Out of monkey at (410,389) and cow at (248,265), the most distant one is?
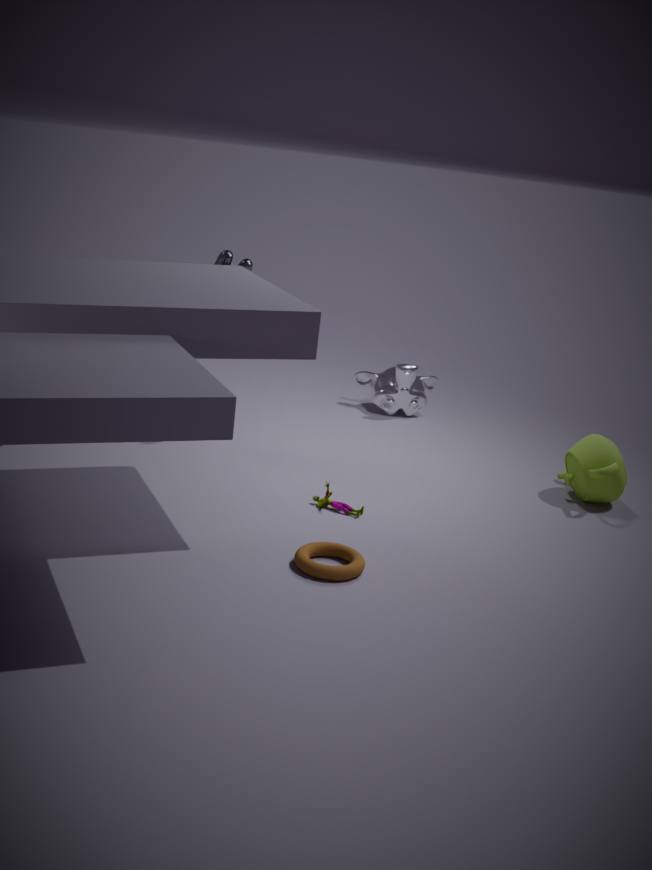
monkey at (410,389)
